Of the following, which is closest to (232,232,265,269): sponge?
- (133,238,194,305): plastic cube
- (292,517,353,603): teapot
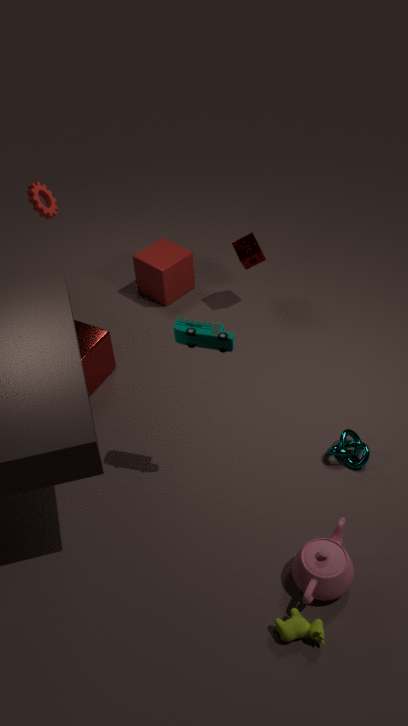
(133,238,194,305): plastic cube
